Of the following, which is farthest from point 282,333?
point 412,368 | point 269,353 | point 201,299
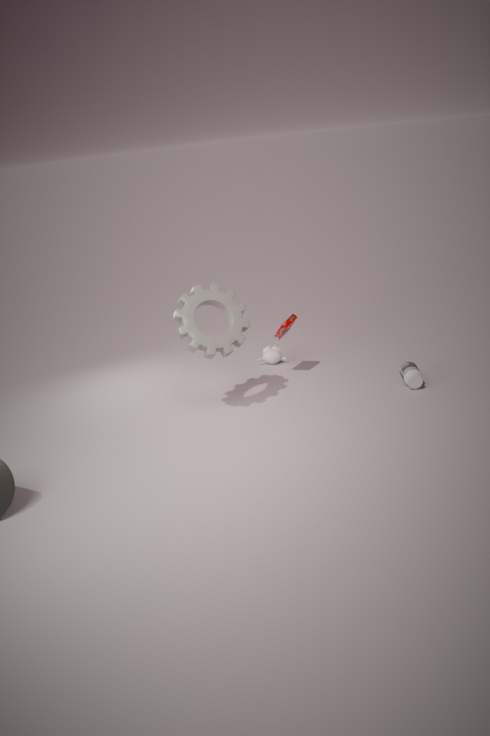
point 412,368
